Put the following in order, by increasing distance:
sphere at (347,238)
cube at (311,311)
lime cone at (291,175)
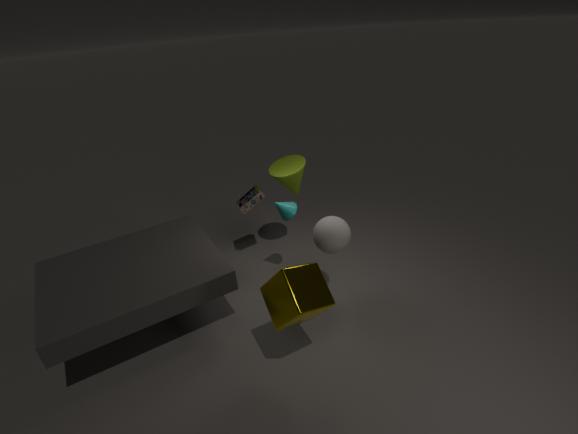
cube at (311,311), sphere at (347,238), lime cone at (291,175)
